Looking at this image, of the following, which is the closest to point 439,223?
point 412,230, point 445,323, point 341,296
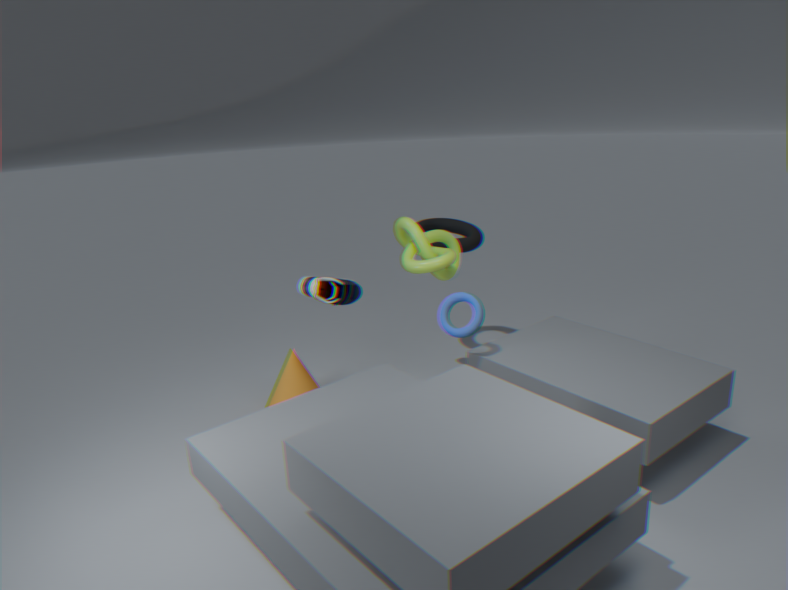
point 412,230
